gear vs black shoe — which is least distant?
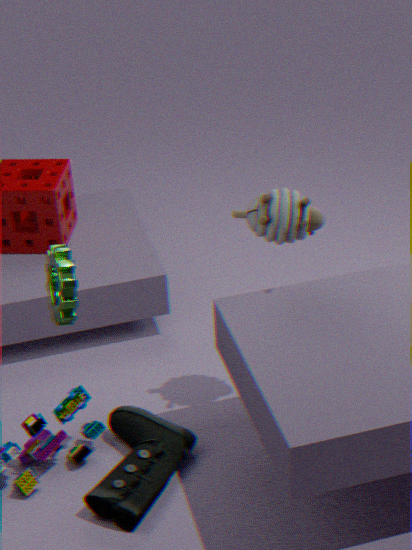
gear
